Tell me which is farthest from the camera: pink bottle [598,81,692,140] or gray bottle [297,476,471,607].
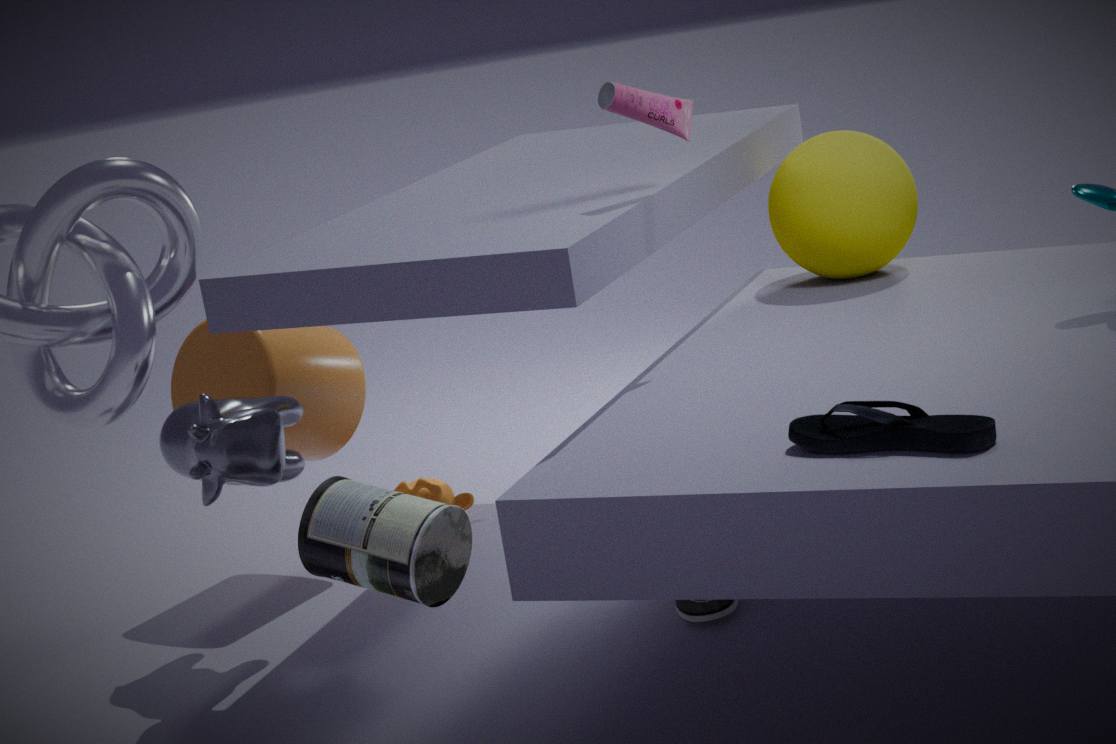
pink bottle [598,81,692,140]
